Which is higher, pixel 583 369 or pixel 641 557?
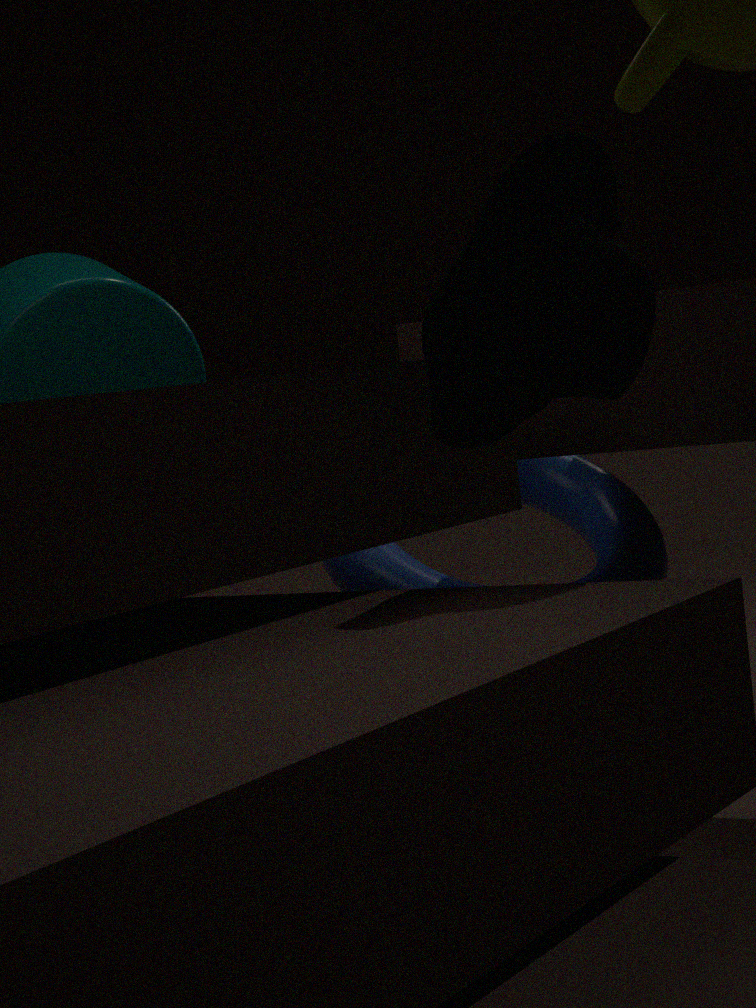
pixel 583 369
